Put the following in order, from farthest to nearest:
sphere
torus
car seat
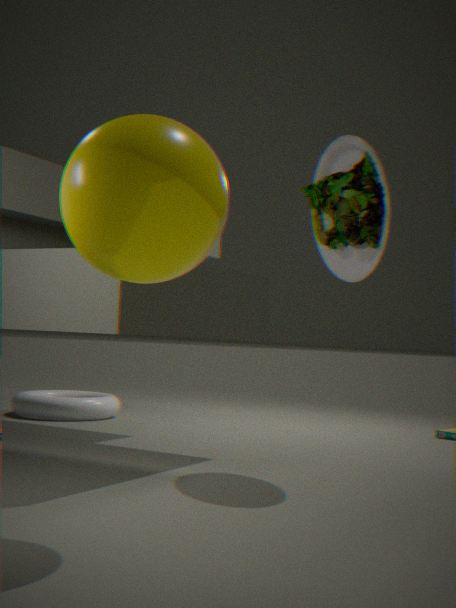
torus < car seat < sphere
